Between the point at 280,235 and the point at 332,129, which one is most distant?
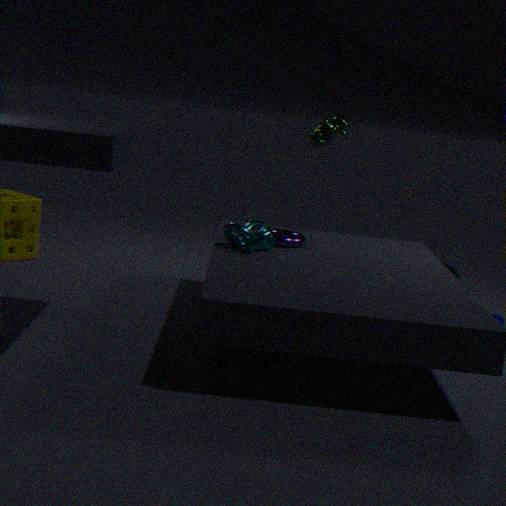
the point at 332,129
